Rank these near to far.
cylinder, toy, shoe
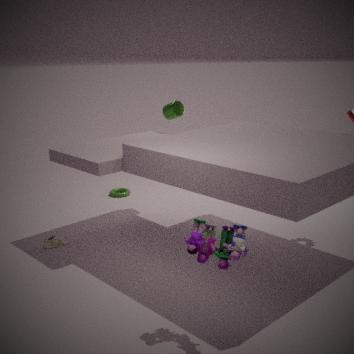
toy, shoe, cylinder
